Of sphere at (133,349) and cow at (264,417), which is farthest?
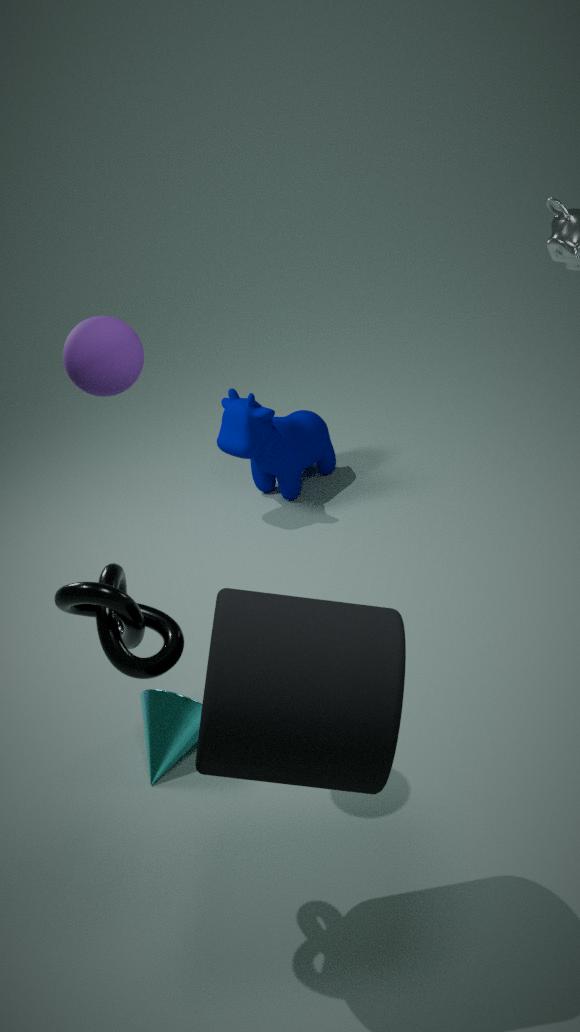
cow at (264,417)
